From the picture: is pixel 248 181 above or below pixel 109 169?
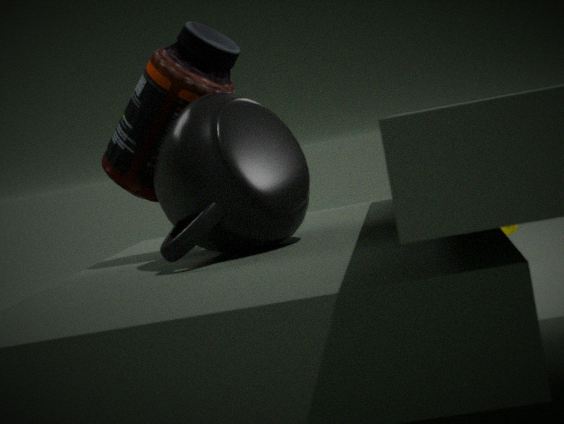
below
